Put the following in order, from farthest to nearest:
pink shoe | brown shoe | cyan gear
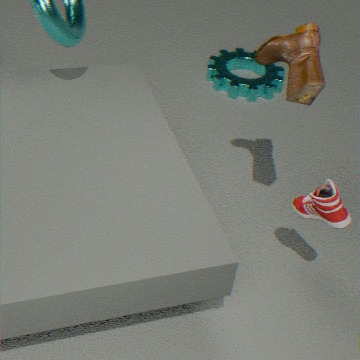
cyan gear
brown shoe
pink shoe
